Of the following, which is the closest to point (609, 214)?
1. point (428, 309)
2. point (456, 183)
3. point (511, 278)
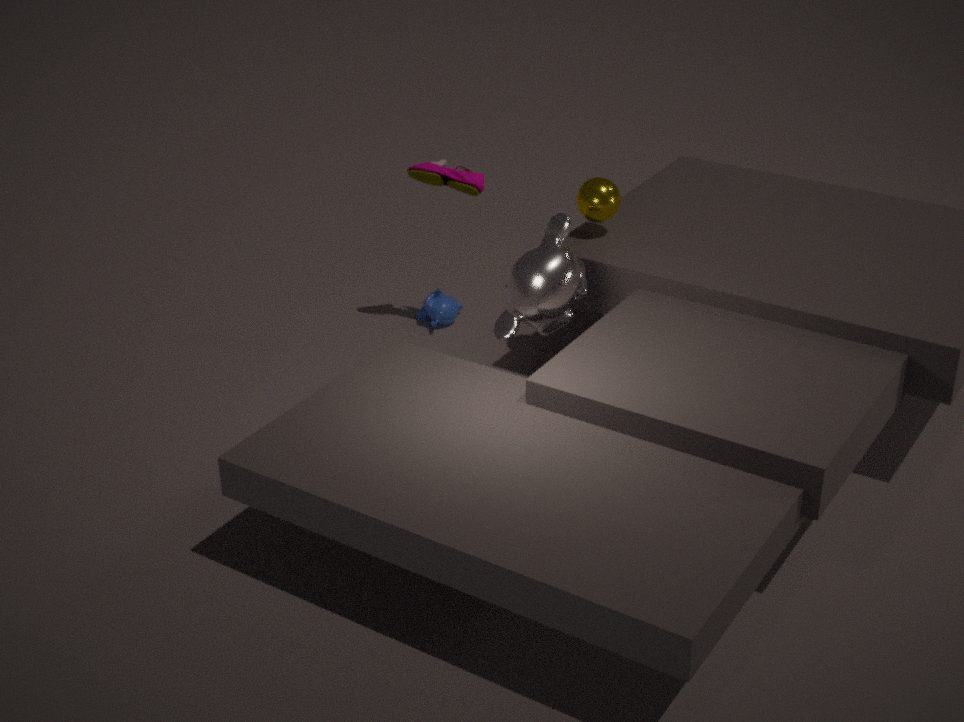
point (511, 278)
